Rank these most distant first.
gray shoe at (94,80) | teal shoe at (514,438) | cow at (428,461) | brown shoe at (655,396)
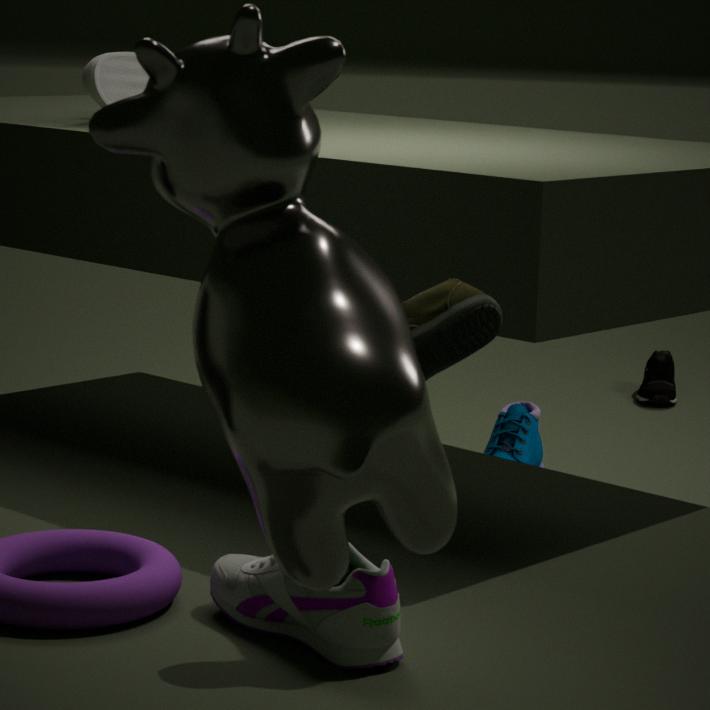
brown shoe at (655,396), teal shoe at (514,438), gray shoe at (94,80), cow at (428,461)
